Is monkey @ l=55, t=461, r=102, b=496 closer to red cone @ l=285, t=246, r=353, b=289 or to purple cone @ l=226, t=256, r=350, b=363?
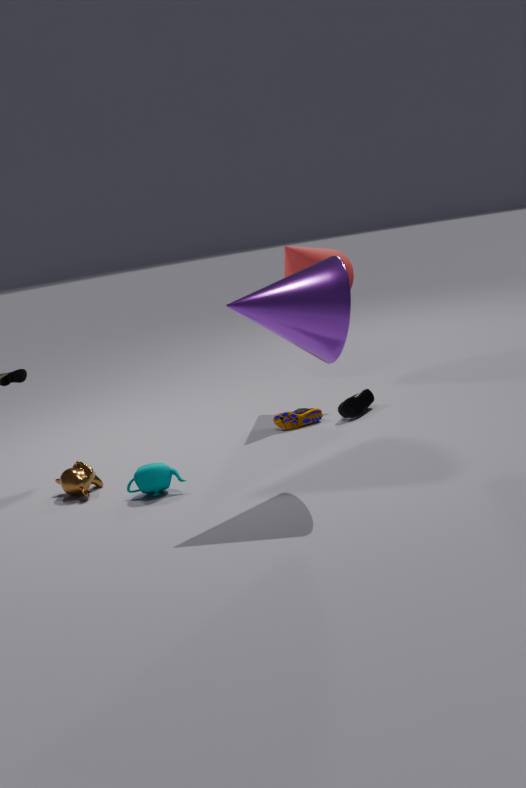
purple cone @ l=226, t=256, r=350, b=363
